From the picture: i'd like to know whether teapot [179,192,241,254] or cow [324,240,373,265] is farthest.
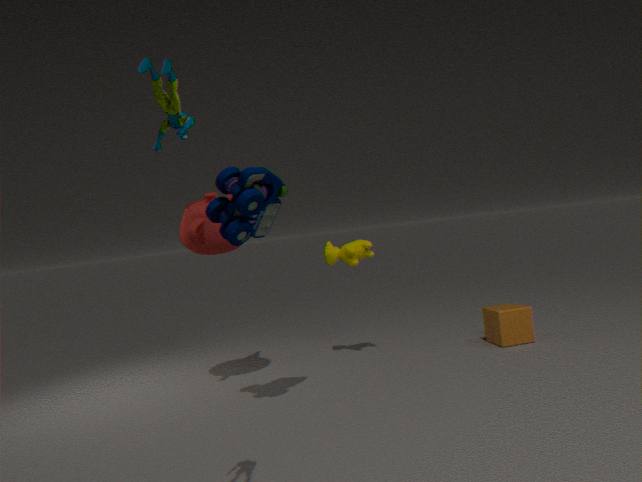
cow [324,240,373,265]
